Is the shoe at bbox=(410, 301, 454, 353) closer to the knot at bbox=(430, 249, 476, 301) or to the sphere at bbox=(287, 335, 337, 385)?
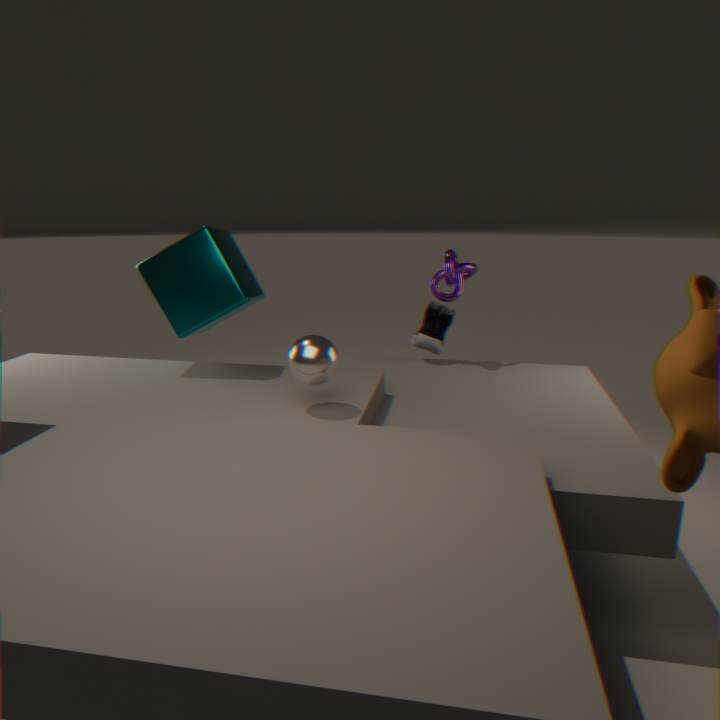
the knot at bbox=(430, 249, 476, 301)
